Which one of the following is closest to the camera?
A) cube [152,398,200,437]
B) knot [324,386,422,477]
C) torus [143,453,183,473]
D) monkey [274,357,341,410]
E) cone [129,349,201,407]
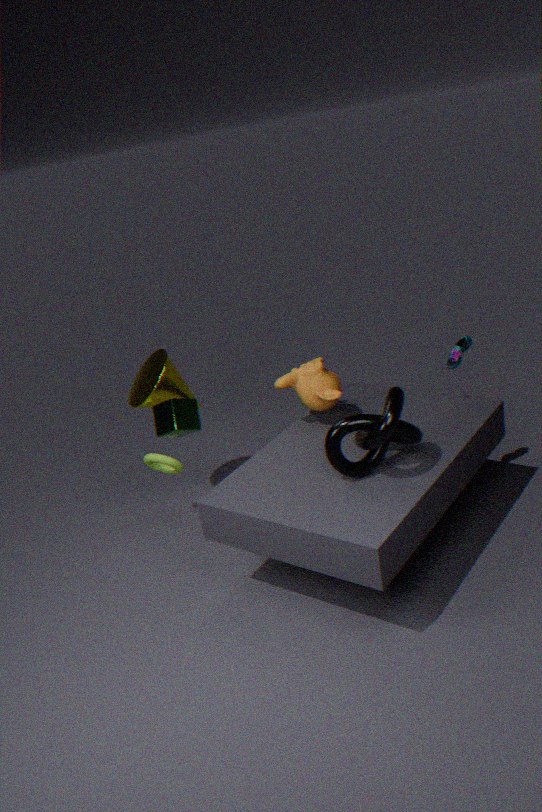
knot [324,386,422,477]
